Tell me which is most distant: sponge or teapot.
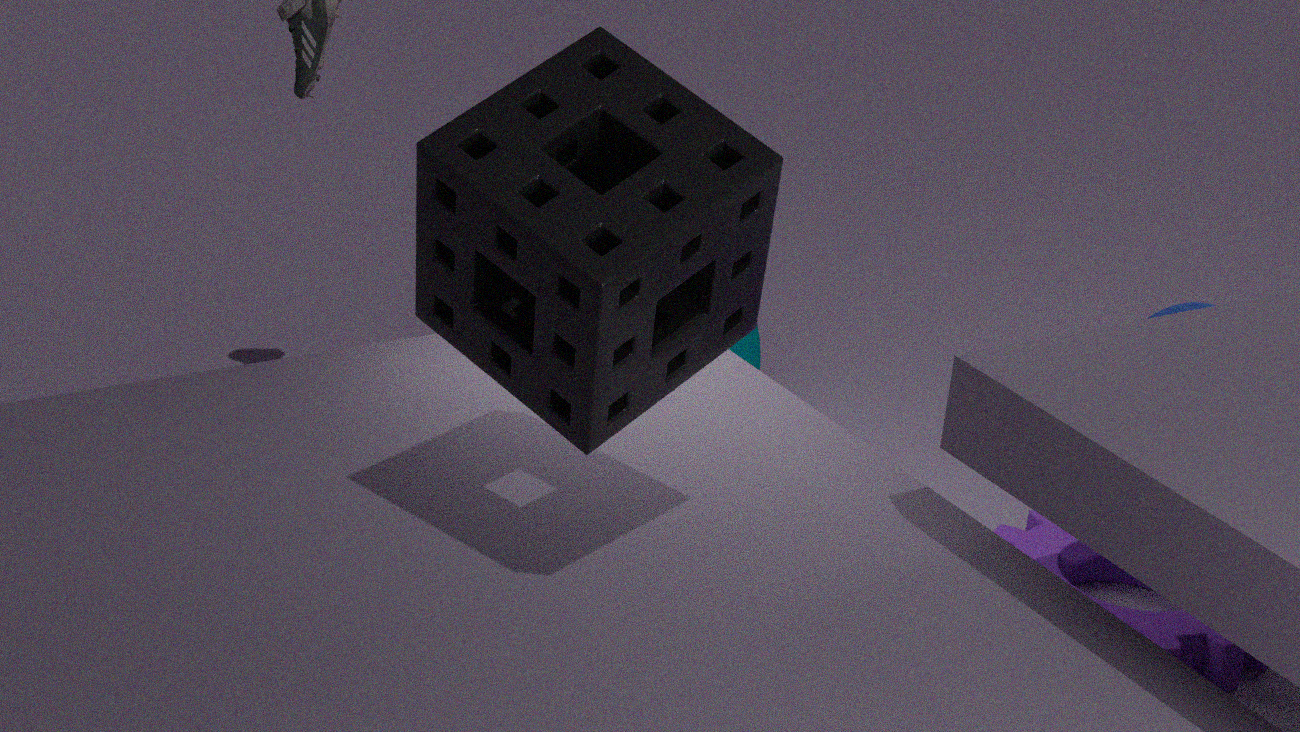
teapot
